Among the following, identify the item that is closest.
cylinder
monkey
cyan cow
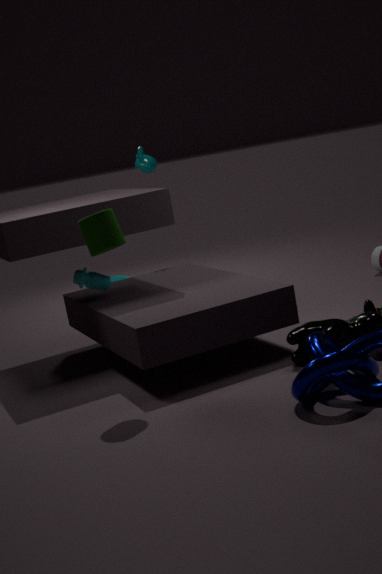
cylinder
